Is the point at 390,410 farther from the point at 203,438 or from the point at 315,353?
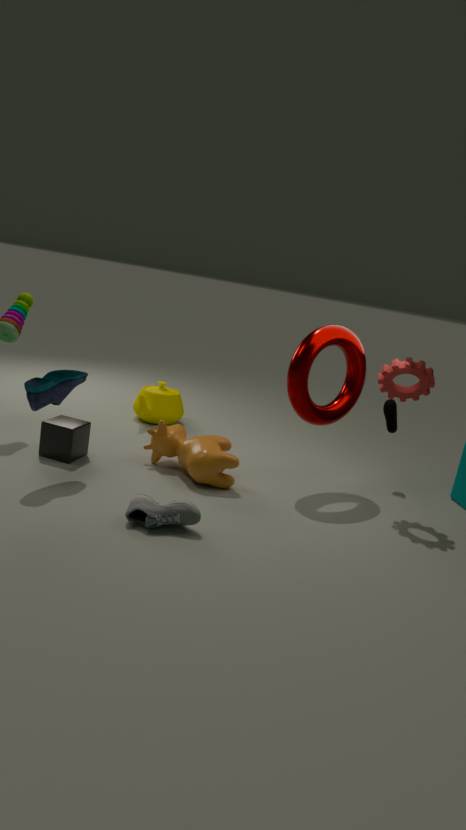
the point at 203,438
